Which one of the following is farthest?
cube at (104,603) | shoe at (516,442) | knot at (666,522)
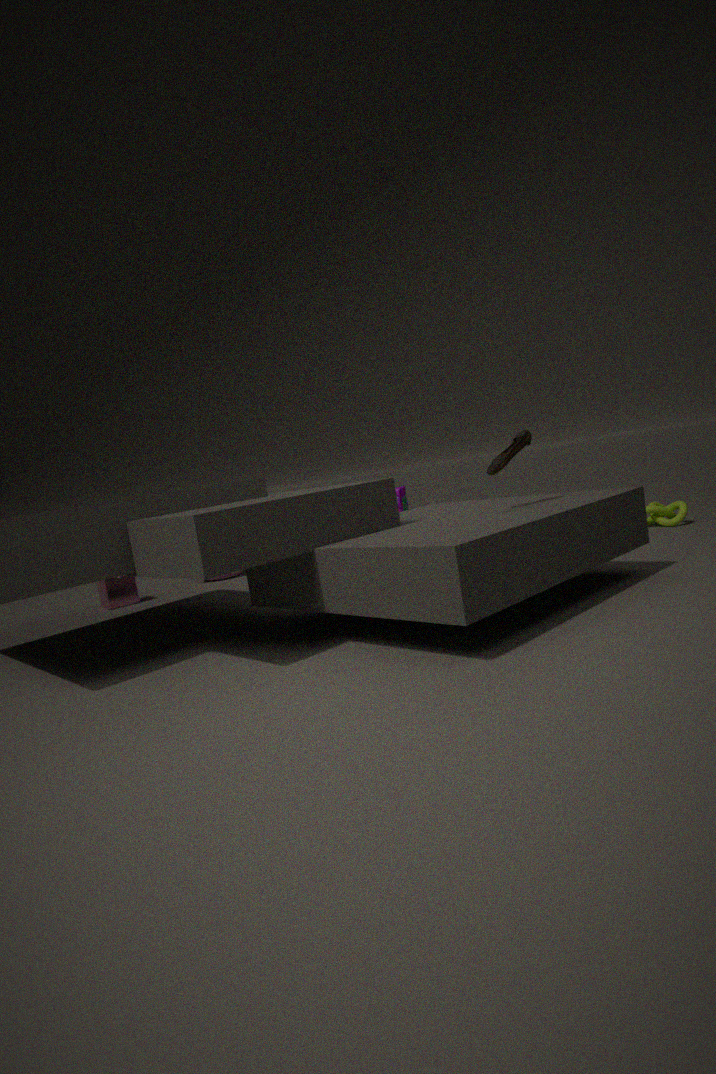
cube at (104,603)
